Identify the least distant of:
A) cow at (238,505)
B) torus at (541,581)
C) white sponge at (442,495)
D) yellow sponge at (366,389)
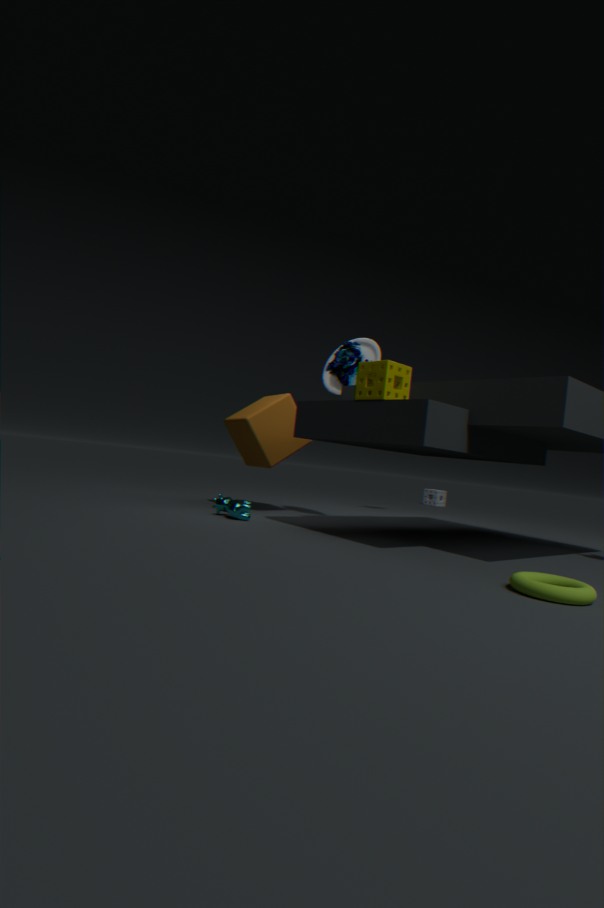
torus at (541,581)
